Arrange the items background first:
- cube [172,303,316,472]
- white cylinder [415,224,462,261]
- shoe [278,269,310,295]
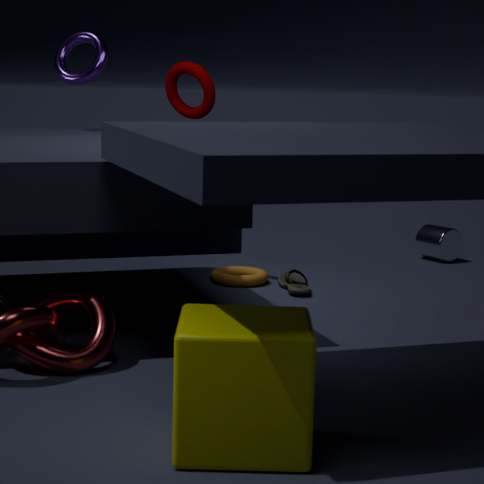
white cylinder [415,224,462,261], shoe [278,269,310,295], cube [172,303,316,472]
